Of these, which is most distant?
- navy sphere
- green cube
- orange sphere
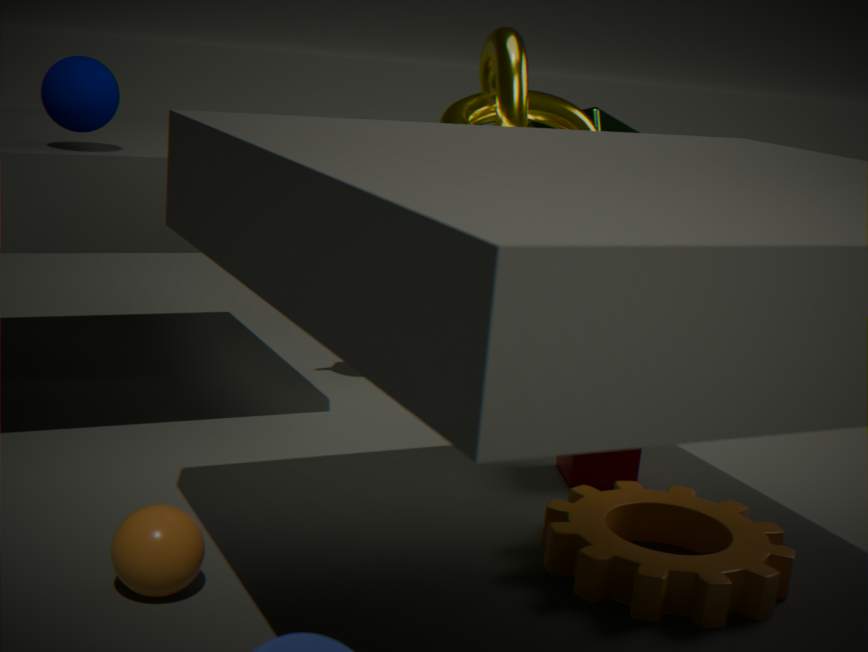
green cube
